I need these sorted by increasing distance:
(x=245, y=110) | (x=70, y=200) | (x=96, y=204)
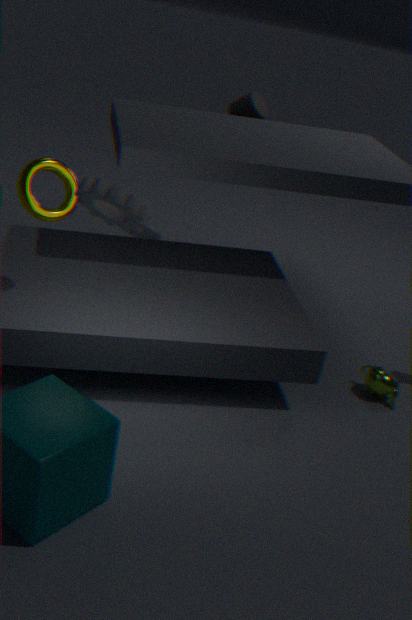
(x=96, y=204) → (x=70, y=200) → (x=245, y=110)
